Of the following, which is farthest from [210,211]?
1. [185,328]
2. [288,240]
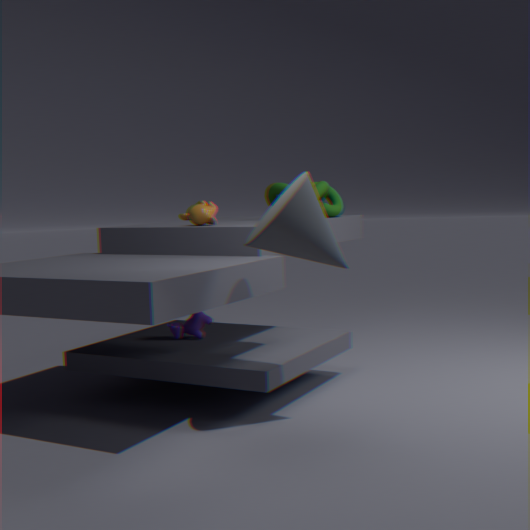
[288,240]
